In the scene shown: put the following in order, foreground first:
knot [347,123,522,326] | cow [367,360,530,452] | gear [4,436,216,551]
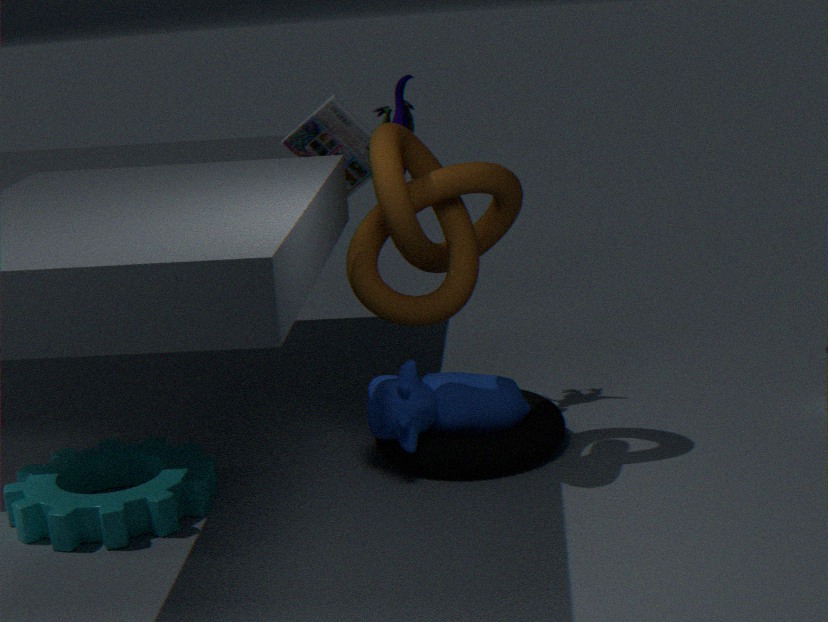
1. gear [4,436,216,551]
2. knot [347,123,522,326]
3. cow [367,360,530,452]
